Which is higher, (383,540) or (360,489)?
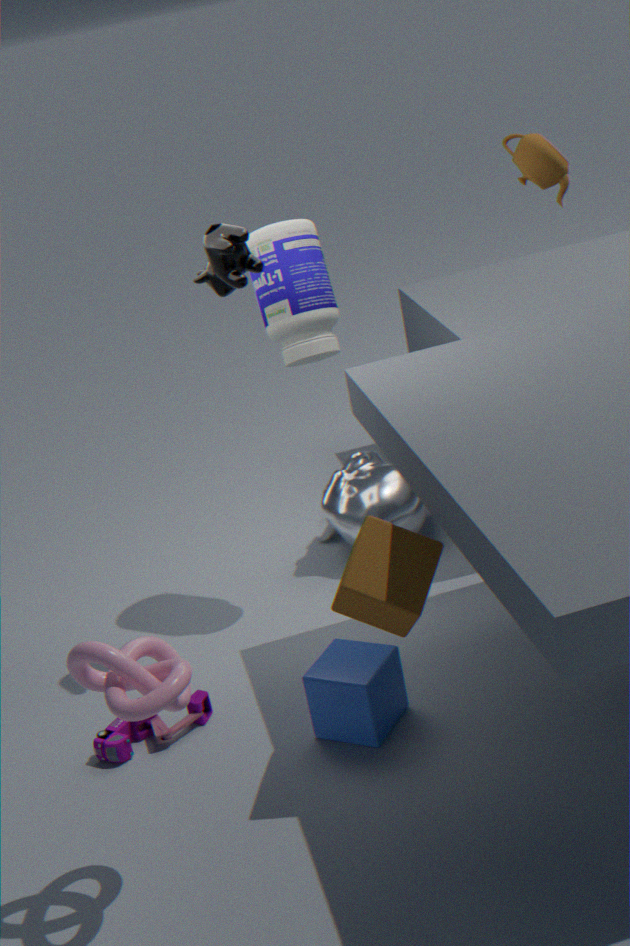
(383,540)
